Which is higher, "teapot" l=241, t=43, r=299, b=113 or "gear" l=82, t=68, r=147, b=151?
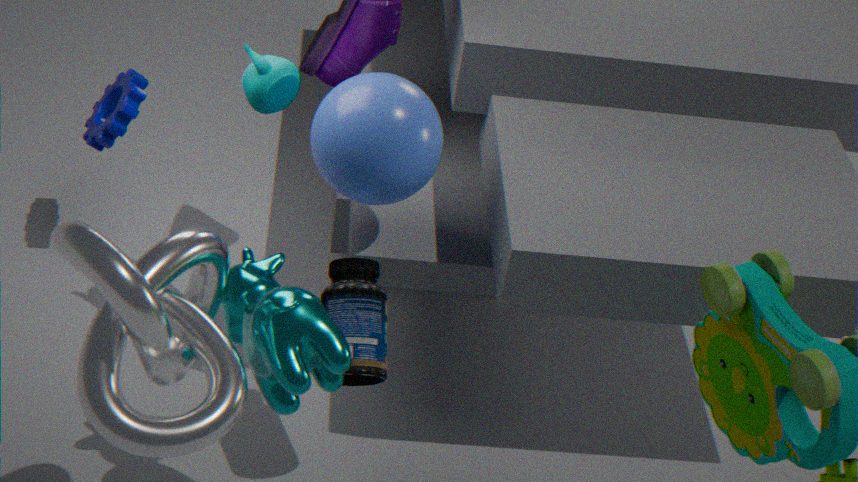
"teapot" l=241, t=43, r=299, b=113
